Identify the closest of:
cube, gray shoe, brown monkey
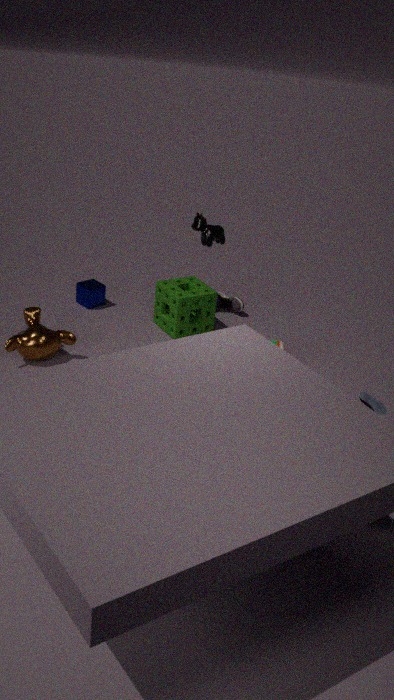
gray shoe
